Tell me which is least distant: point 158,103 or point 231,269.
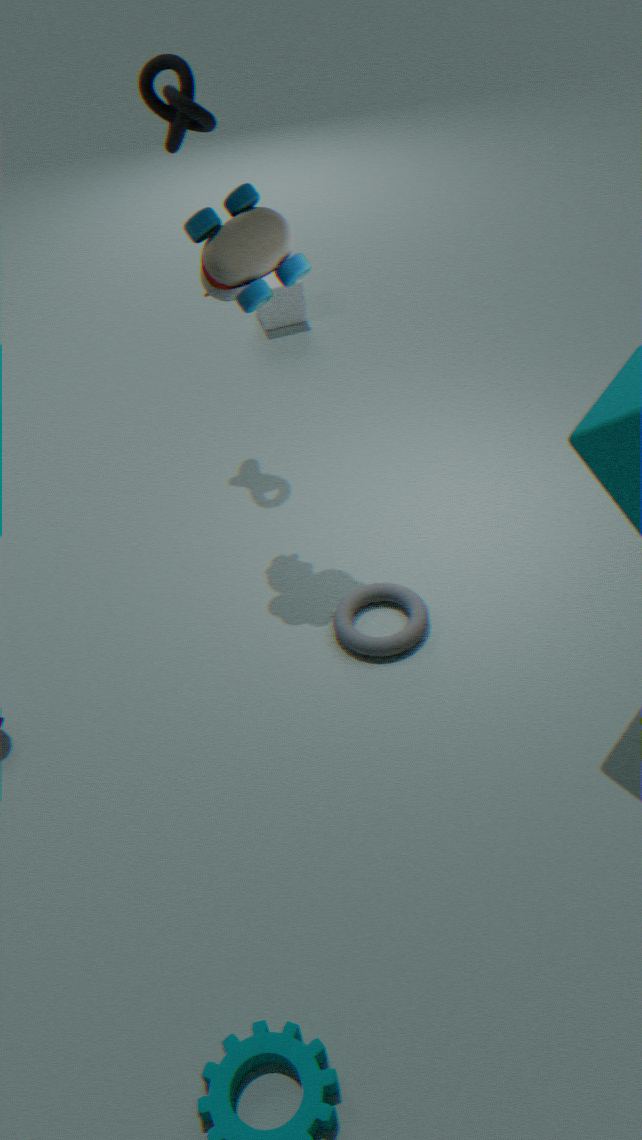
point 231,269
